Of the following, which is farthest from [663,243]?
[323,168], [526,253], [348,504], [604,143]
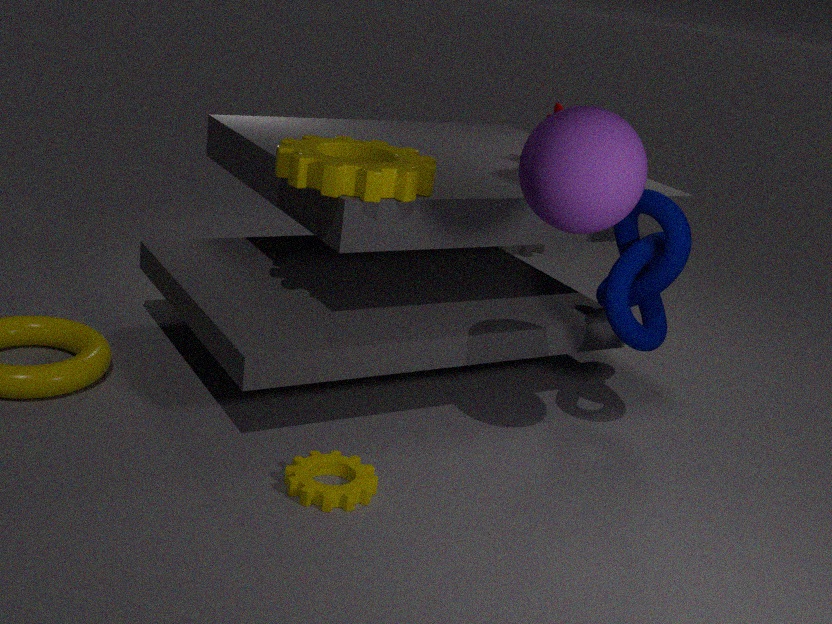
[526,253]
